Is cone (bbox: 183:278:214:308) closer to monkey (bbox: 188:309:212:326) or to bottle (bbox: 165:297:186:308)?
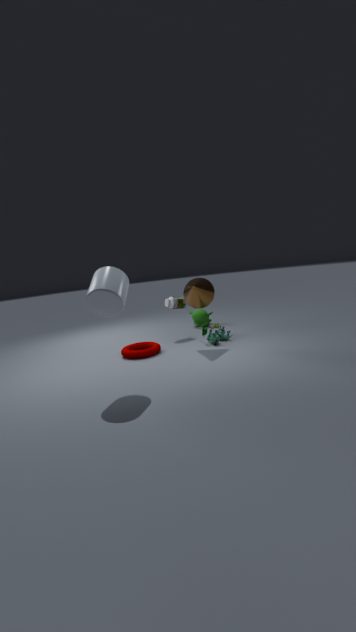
bottle (bbox: 165:297:186:308)
